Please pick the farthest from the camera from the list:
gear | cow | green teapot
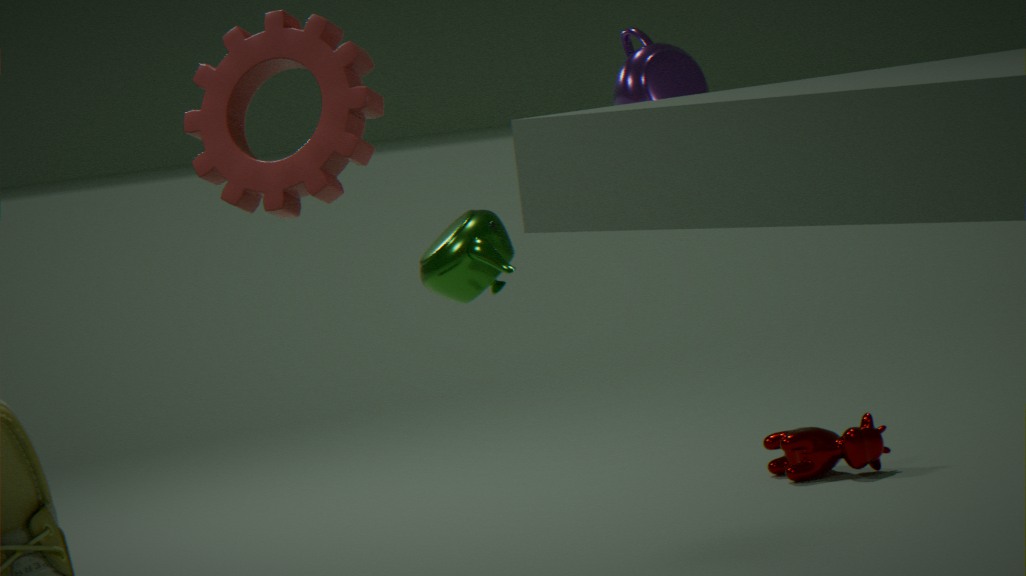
cow
